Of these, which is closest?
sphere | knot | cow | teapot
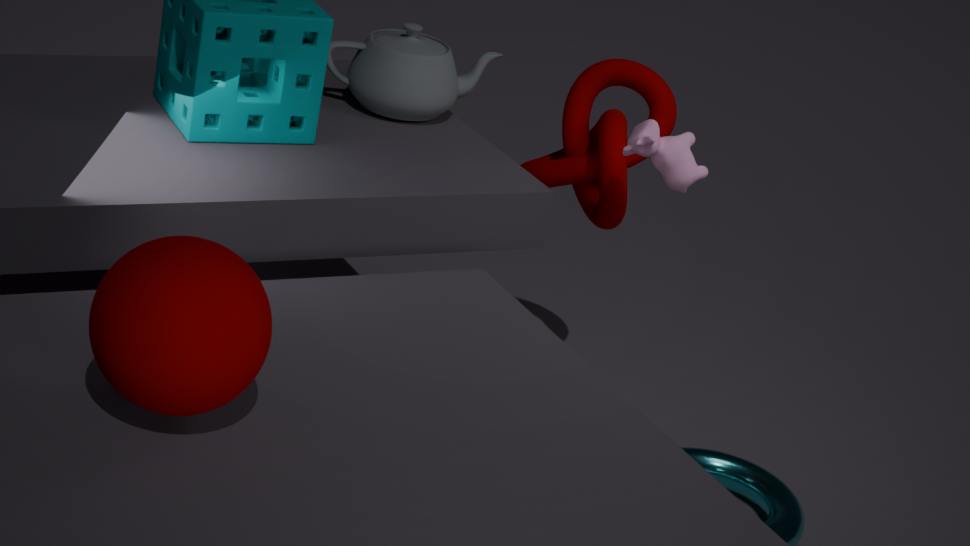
sphere
